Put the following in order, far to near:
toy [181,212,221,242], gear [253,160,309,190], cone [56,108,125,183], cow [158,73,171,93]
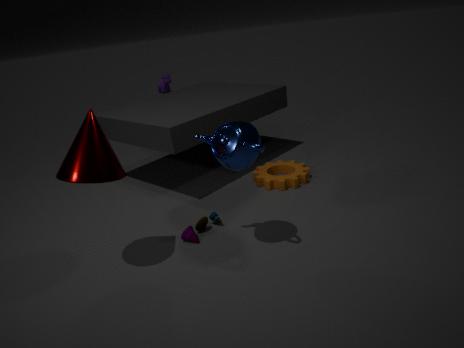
cow [158,73,171,93]
gear [253,160,309,190]
toy [181,212,221,242]
cone [56,108,125,183]
